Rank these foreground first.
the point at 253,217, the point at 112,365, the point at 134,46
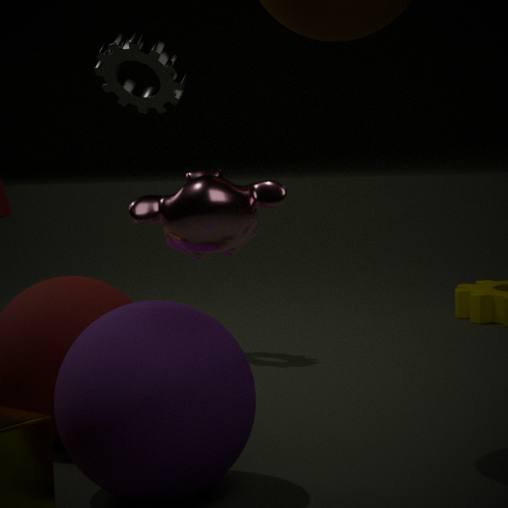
the point at 253,217 → the point at 112,365 → the point at 134,46
